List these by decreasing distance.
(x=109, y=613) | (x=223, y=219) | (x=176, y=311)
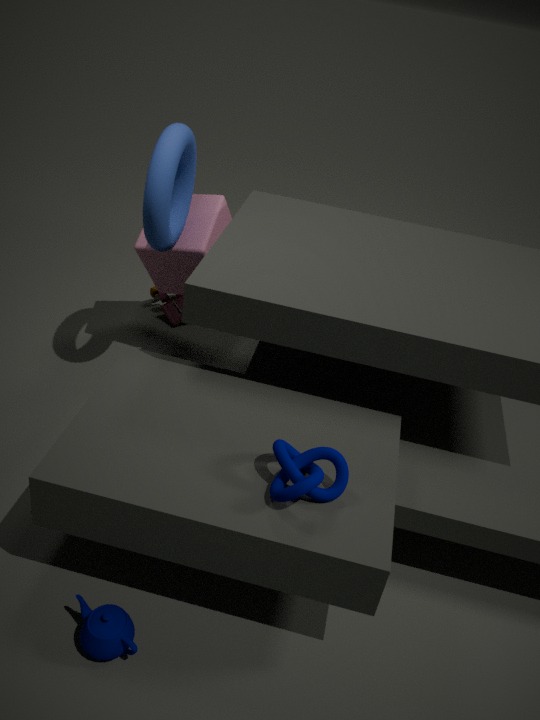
(x=176, y=311), (x=223, y=219), (x=109, y=613)
